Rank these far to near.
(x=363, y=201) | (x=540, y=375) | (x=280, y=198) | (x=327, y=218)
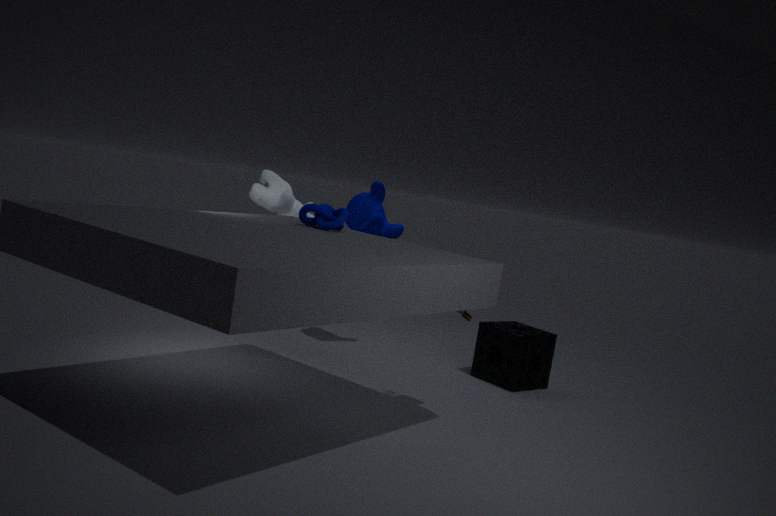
1. (x=363, y=201)
2. (x=540, y=375)
3. (x=280, y=198)
4. (x=327, y=218)
